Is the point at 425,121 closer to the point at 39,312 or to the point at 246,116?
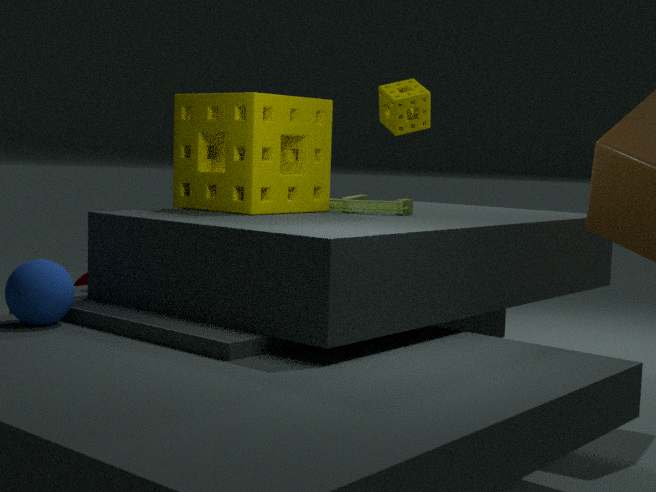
the point at 246,116
